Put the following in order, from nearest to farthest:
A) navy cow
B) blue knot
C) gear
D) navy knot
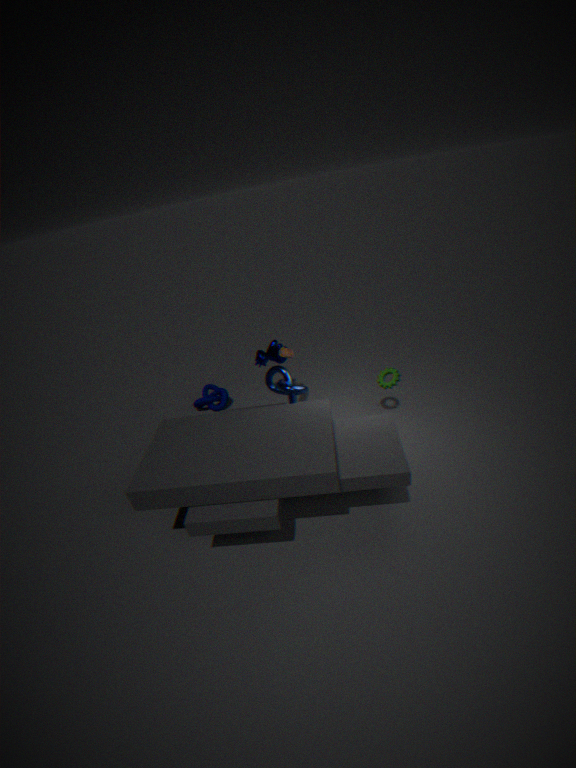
blue knot → gear → navy cow → navy knot
